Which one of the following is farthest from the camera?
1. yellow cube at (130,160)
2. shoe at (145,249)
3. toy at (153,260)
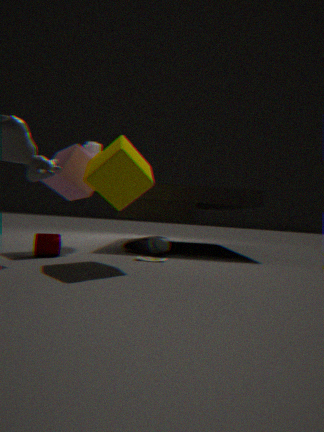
shoe at (145,249)
